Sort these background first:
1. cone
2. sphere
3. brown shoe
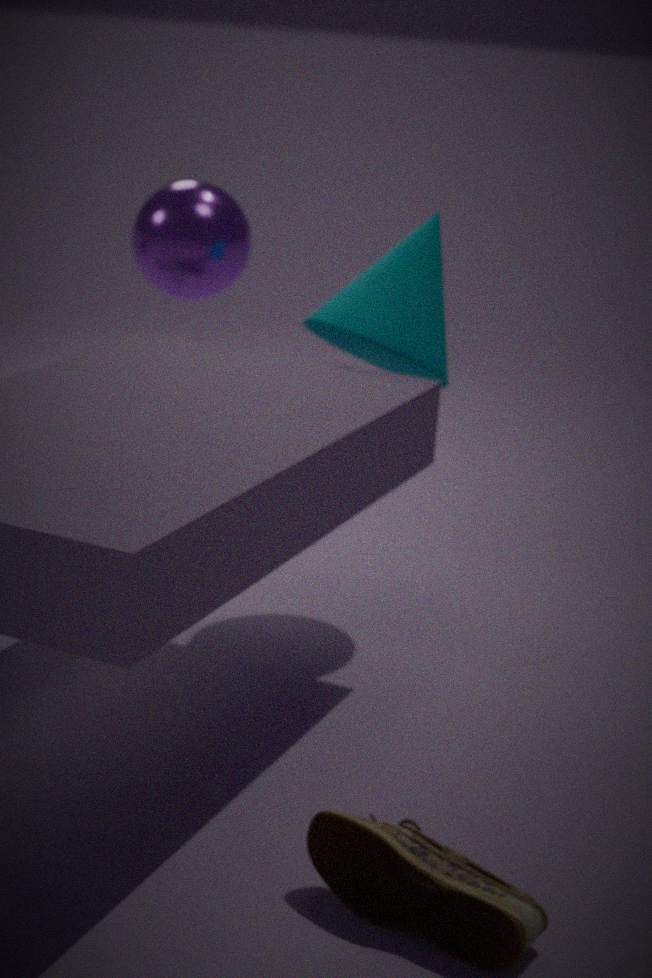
sphere < cone < brown shoe
